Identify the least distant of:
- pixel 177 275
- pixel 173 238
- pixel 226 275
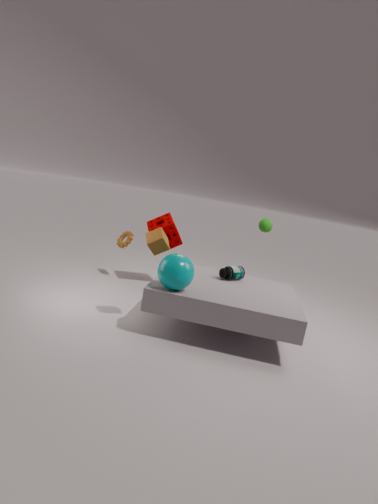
pixel 177 275
